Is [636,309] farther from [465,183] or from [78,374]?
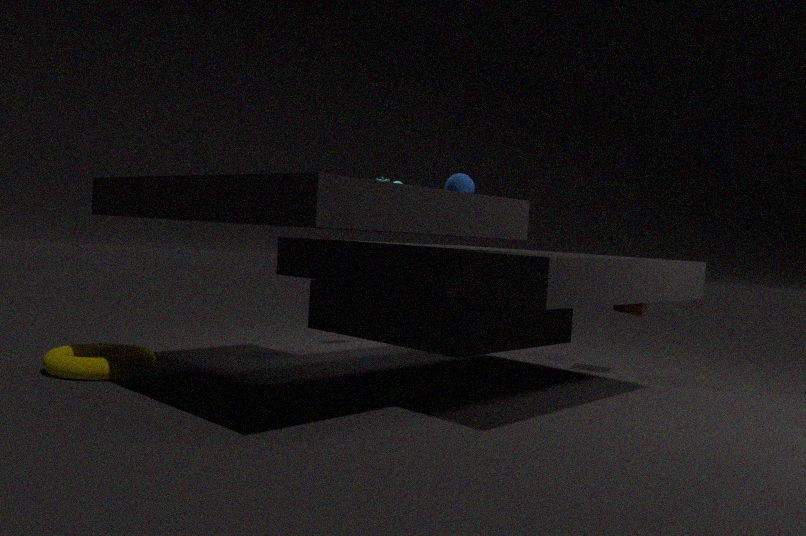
[78,374]
